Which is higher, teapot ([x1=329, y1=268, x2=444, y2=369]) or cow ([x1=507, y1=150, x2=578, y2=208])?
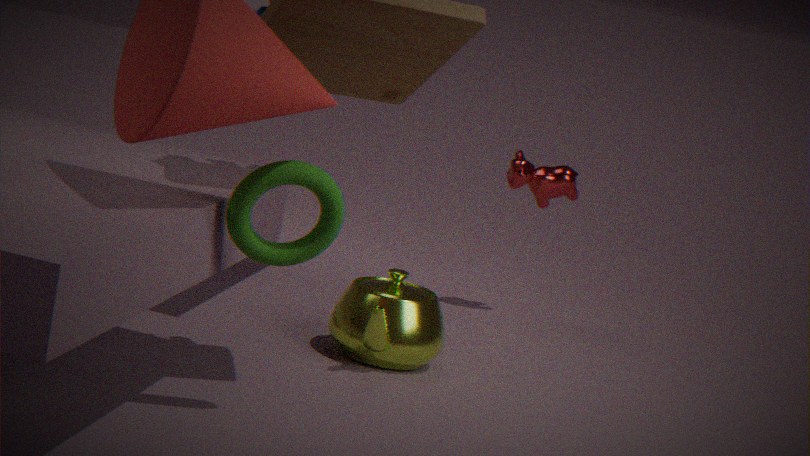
cow ([x1=507, y1=150, x2=578, y2=208])
